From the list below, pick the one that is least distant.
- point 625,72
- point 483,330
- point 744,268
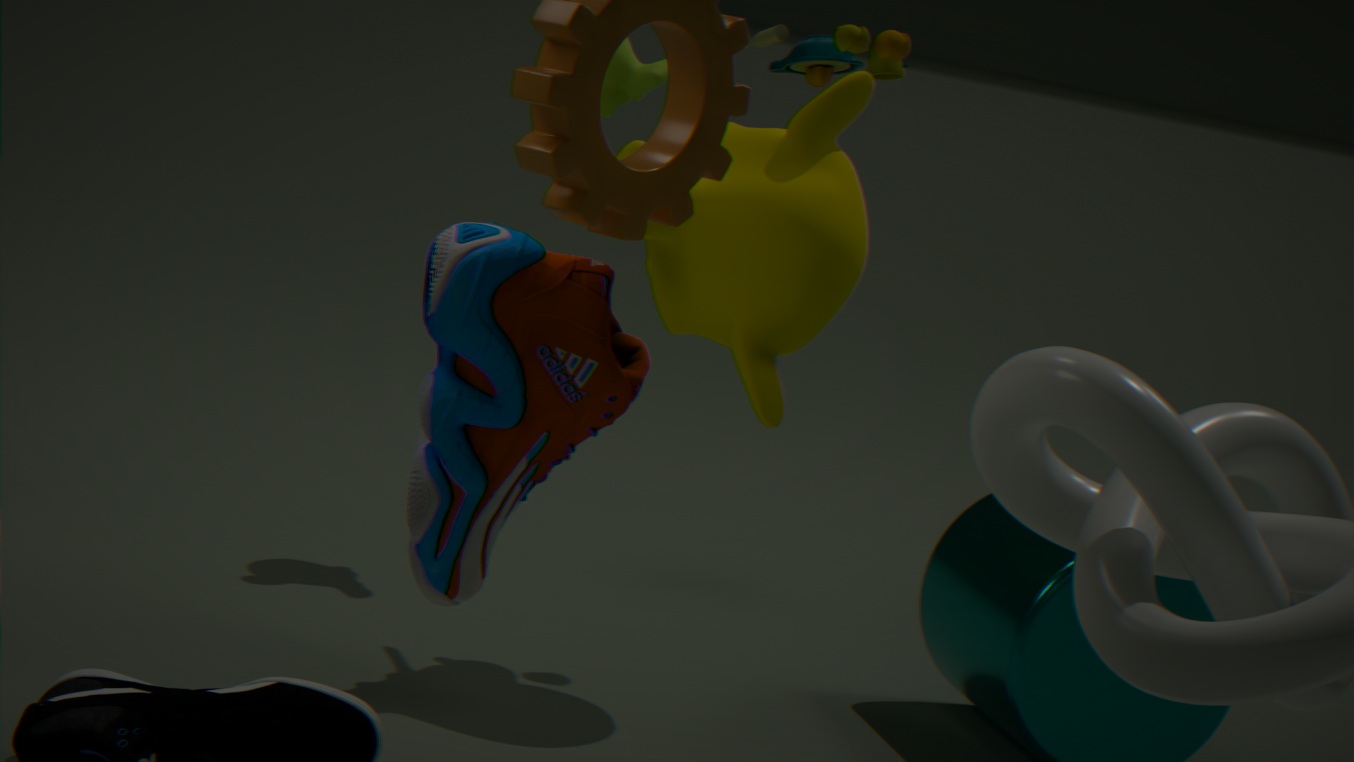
point 483,330
